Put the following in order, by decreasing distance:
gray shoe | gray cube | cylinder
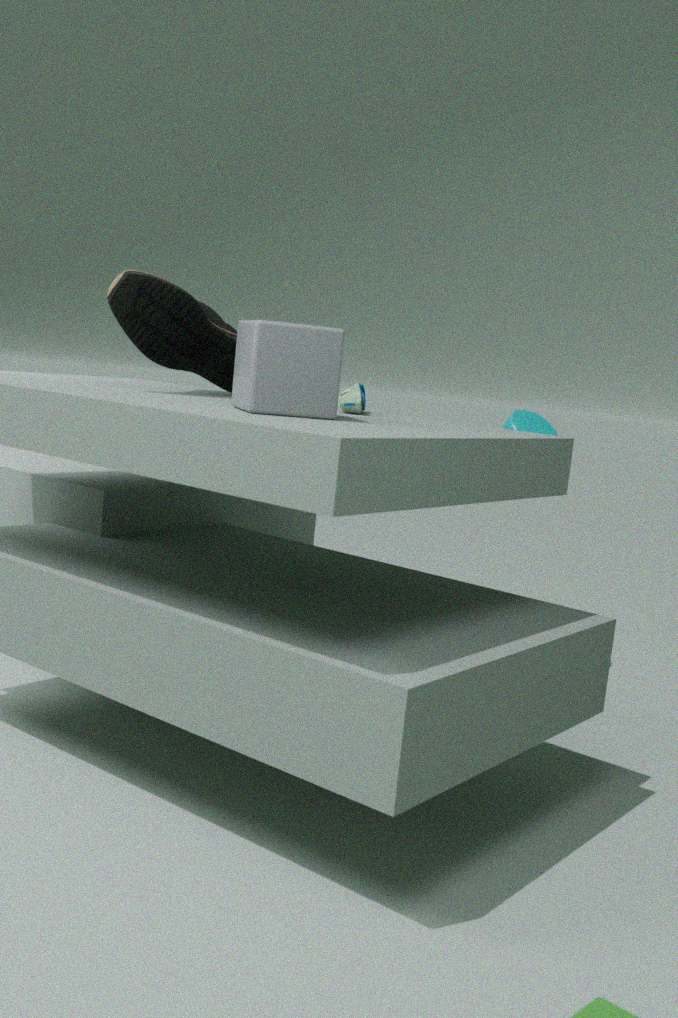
cylinder, gray shoe, gray cube
